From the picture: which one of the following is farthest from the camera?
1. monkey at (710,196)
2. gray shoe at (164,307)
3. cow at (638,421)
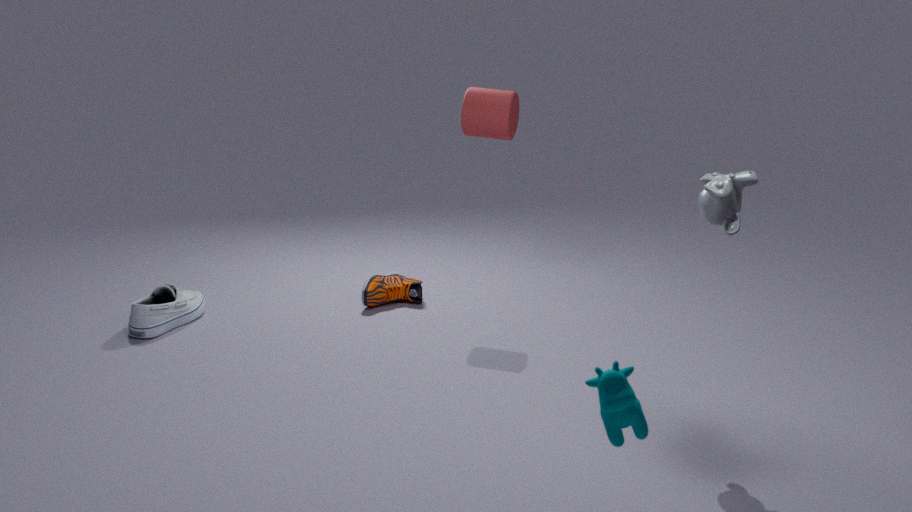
gray shoe at (164,307)
